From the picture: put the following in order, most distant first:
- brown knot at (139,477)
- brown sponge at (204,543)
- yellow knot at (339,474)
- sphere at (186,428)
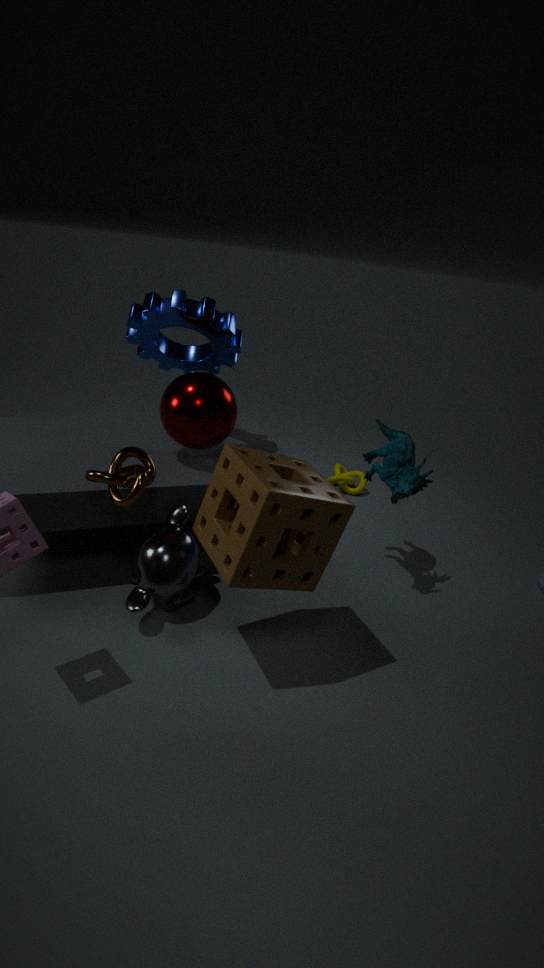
yellow knot at (339,474) → sphere at (186,428) → brown knot at (139,477) → brown sponge at (204,543)
